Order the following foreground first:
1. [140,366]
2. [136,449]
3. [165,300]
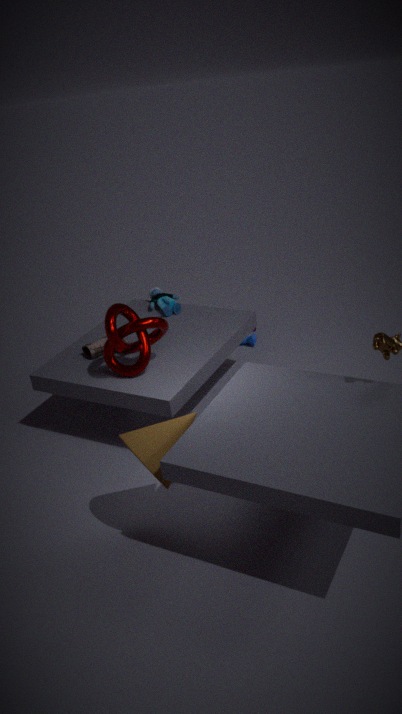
[136,449] < [140,366] < [165,300]
